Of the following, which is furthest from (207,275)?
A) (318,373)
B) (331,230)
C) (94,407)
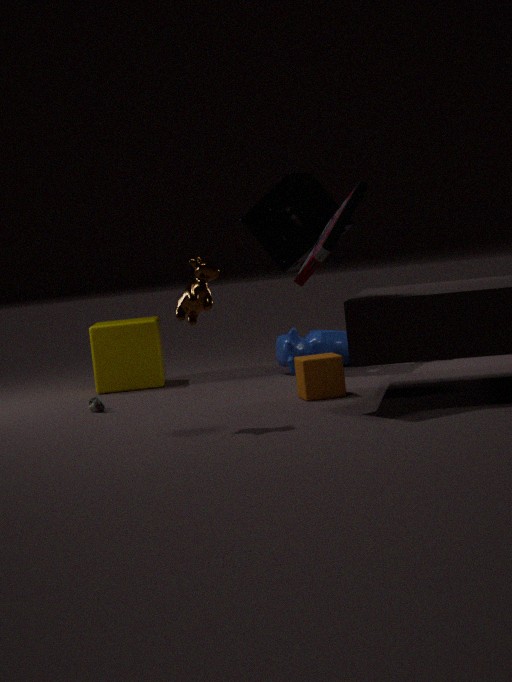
(94,407)
